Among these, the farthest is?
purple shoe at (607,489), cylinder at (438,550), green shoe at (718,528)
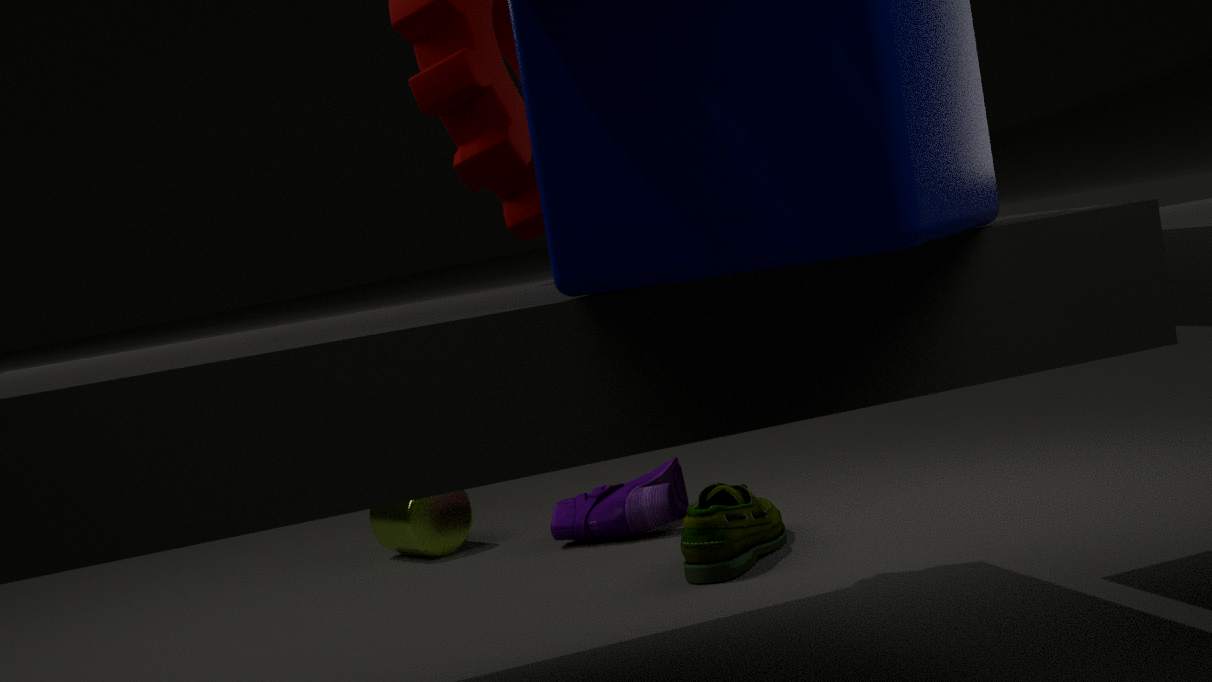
cylinder at (438,550)
